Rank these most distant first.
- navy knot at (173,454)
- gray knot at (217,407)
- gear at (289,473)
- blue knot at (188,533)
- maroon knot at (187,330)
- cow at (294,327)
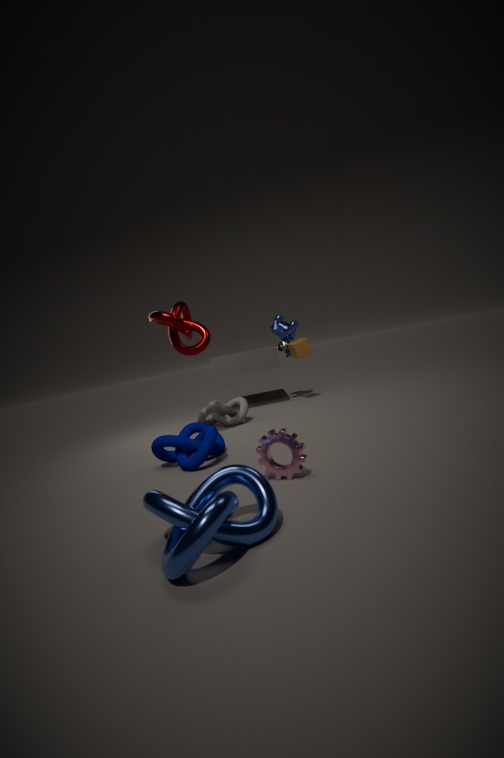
1. cow at (294,327)
2. gray knot at (217,407)
3. maroon knot at (187,330)
4. navy knot at (173,454)
5. gear at (289,473)
6. blue knot at (188,533)
